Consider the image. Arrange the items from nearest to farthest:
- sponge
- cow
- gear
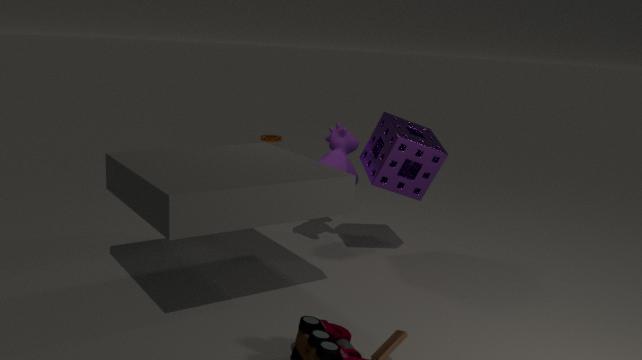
sponge → cow → gear
